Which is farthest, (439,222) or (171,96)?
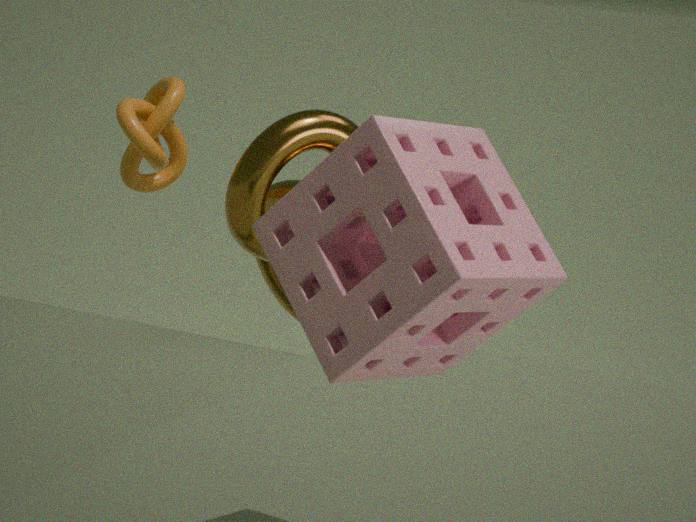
(171,96)
